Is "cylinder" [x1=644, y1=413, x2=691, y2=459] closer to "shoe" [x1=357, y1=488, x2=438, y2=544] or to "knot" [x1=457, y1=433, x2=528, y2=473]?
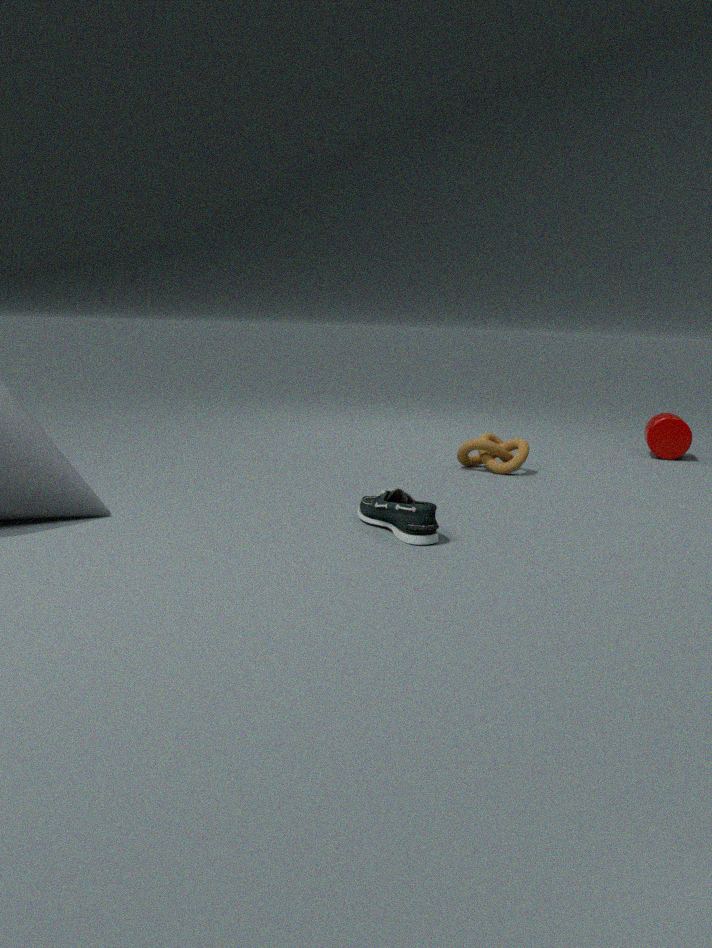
"knot" [x1=457, y1=433, x2=528, y2=473]
